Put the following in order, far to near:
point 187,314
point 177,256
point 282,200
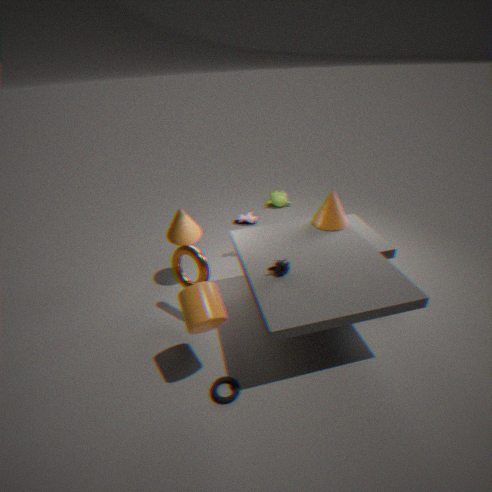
point 282,200
point 177,256
point 187,314
